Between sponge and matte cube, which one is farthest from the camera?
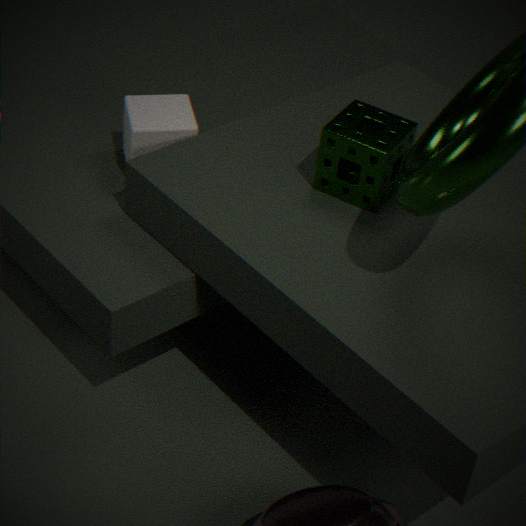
matte cube
